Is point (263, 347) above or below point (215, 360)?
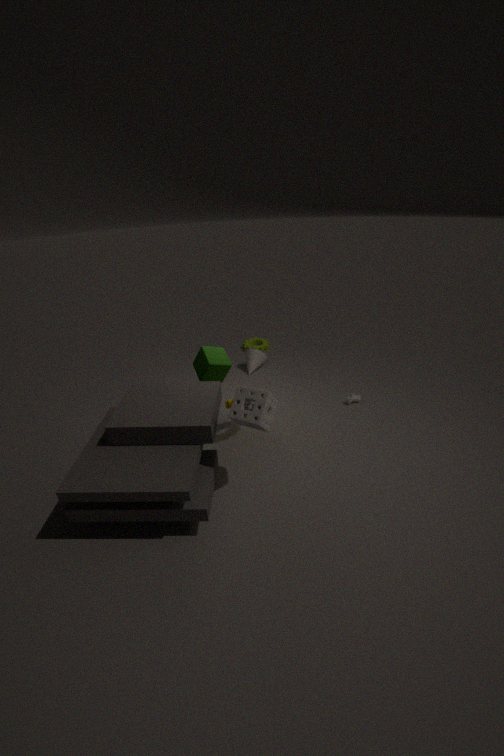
below
